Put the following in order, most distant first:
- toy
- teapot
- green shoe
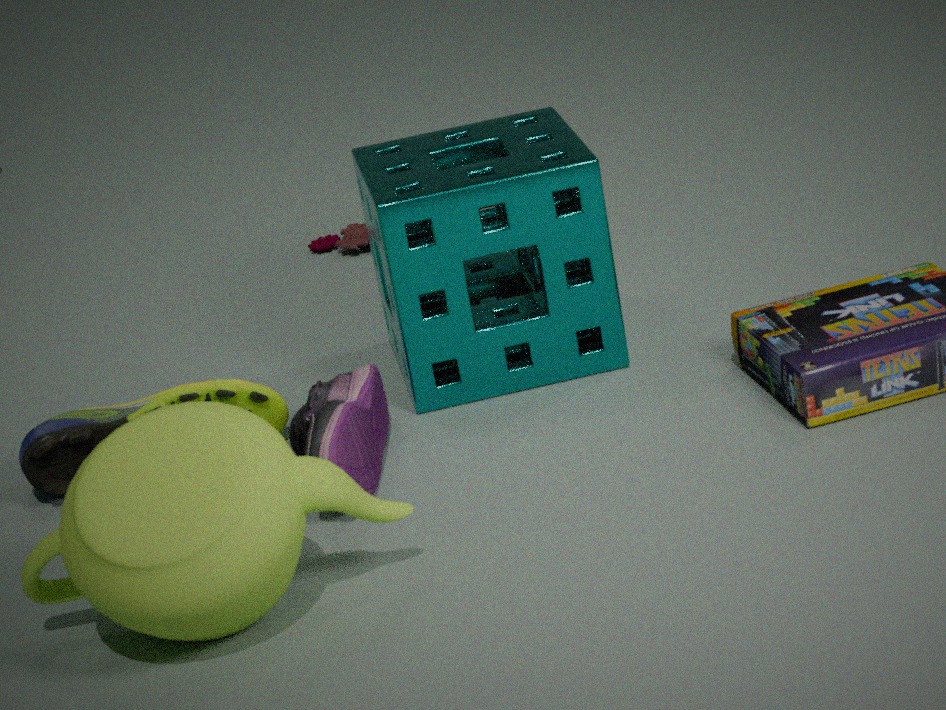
toy → green shoe → teapot
